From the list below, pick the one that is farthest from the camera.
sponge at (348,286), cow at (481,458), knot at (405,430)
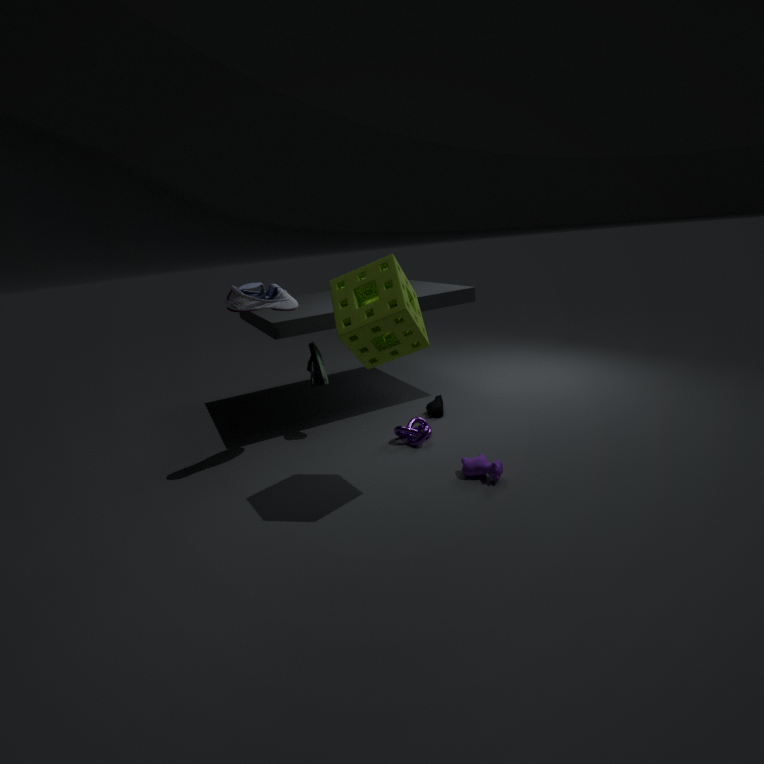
knot at (405,430)
